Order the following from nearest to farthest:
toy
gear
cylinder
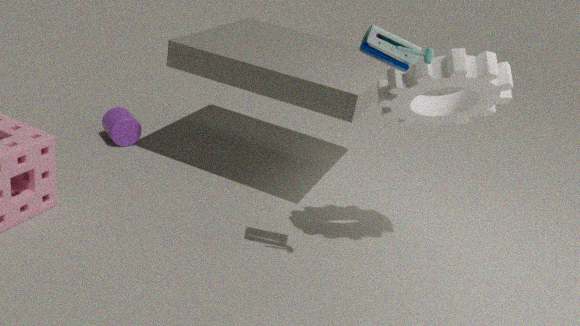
toy → gear → cylinder
